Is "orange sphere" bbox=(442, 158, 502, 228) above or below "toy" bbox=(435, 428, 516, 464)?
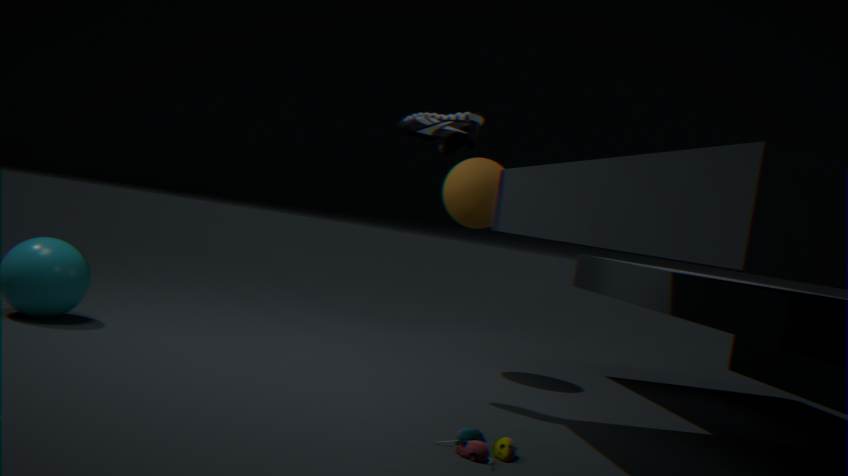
above
